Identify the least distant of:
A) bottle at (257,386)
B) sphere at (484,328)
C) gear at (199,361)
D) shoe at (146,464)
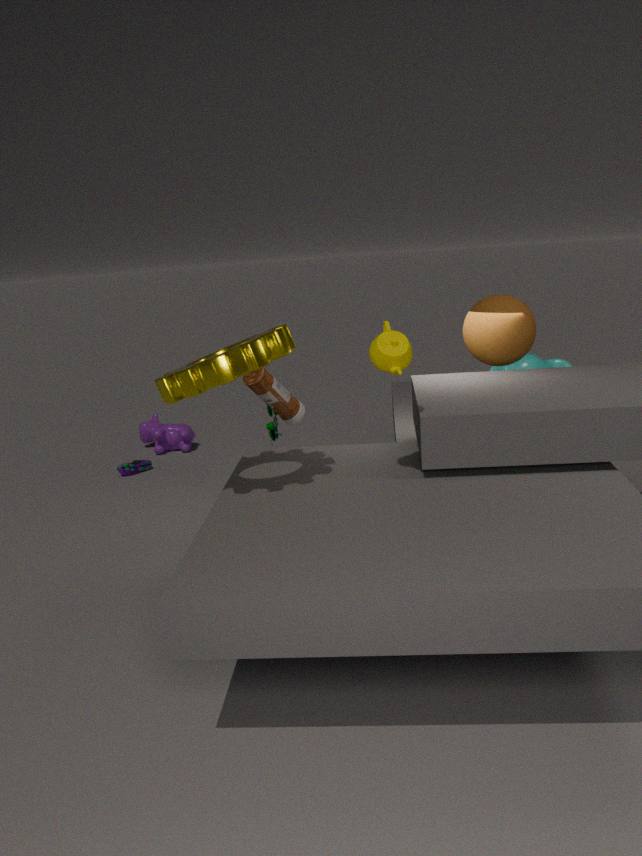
gear at (199,361)
